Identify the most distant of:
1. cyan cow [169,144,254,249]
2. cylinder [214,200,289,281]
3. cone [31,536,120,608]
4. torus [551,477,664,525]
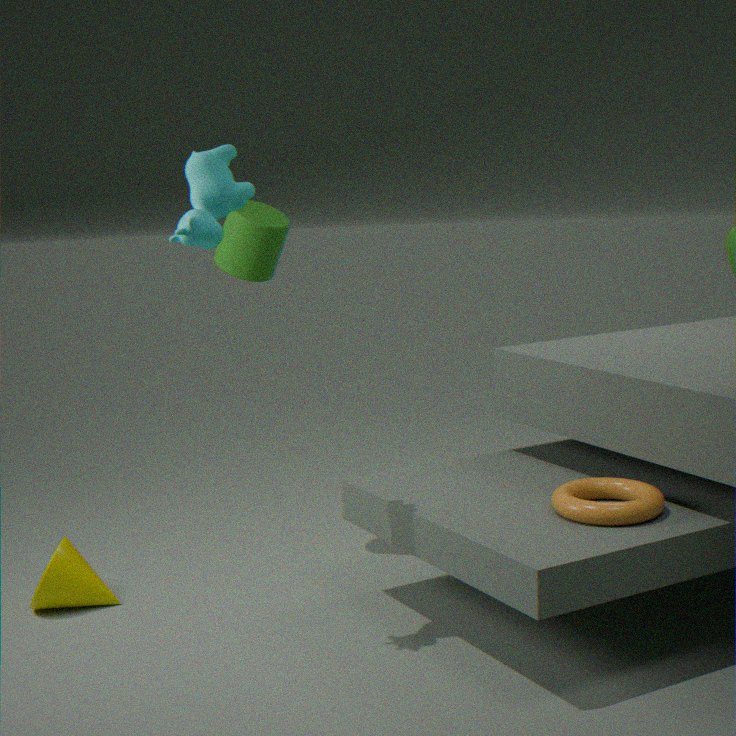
cylinder [214,200,289,281]
